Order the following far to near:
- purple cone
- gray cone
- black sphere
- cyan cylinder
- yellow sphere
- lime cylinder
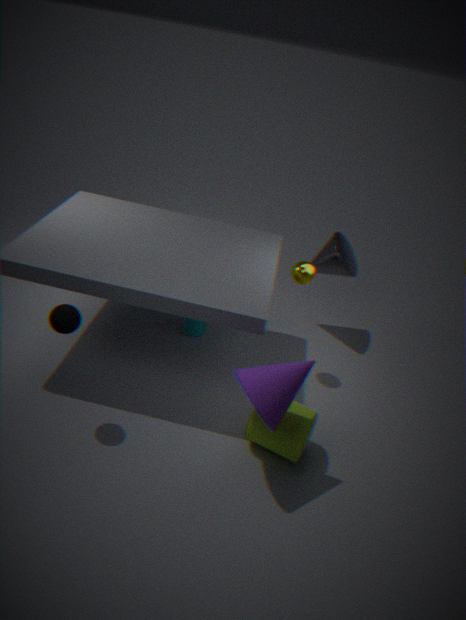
gray cone, cyan cylinder, yellow sphere, lime cylinder, black sphere, purple cone
